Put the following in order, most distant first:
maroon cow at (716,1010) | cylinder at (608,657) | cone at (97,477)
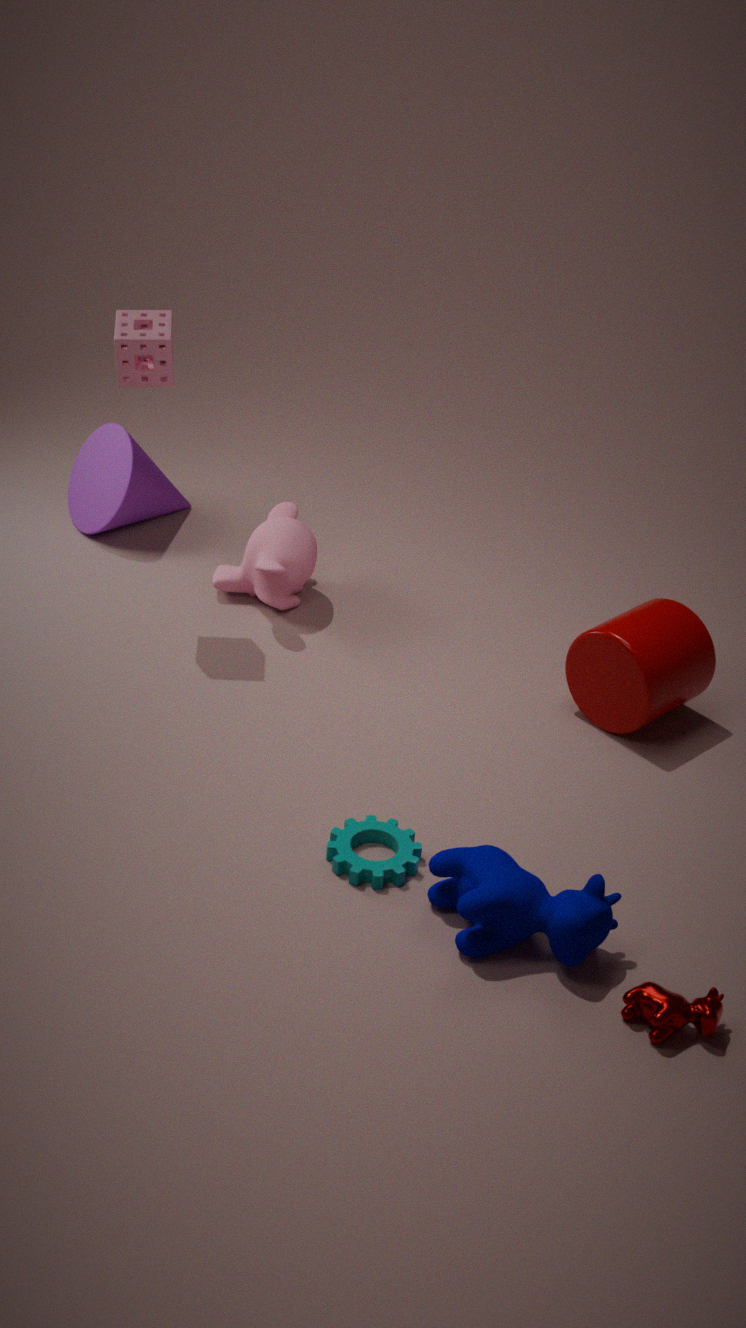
1. cone at (97,477)
2. cylinder at (608,657)
3. maroon cow at (716,1010)
